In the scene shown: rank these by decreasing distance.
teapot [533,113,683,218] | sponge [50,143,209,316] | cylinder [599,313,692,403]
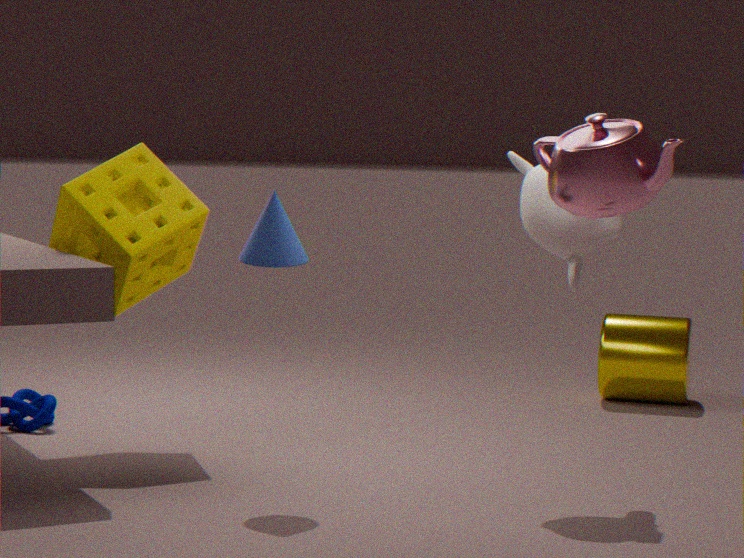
cylinder [599,313,692,403] < sponge [50,143,209,316] < teapot [533,113,683,218]
